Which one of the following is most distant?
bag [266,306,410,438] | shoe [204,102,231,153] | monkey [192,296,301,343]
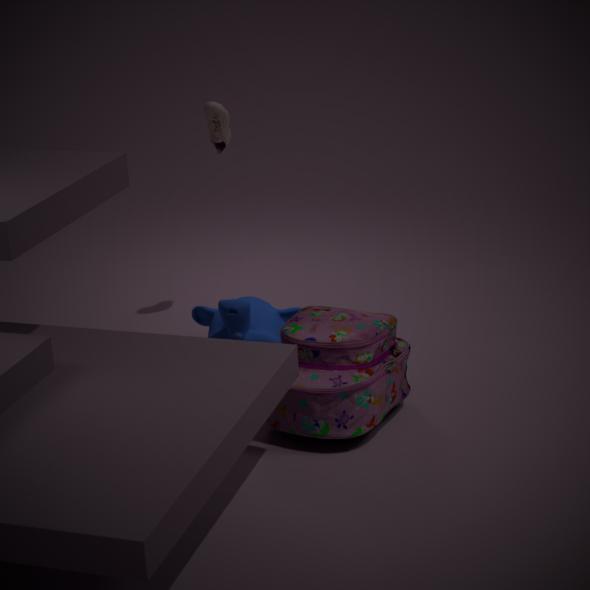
shoe [204,102,231,153]
